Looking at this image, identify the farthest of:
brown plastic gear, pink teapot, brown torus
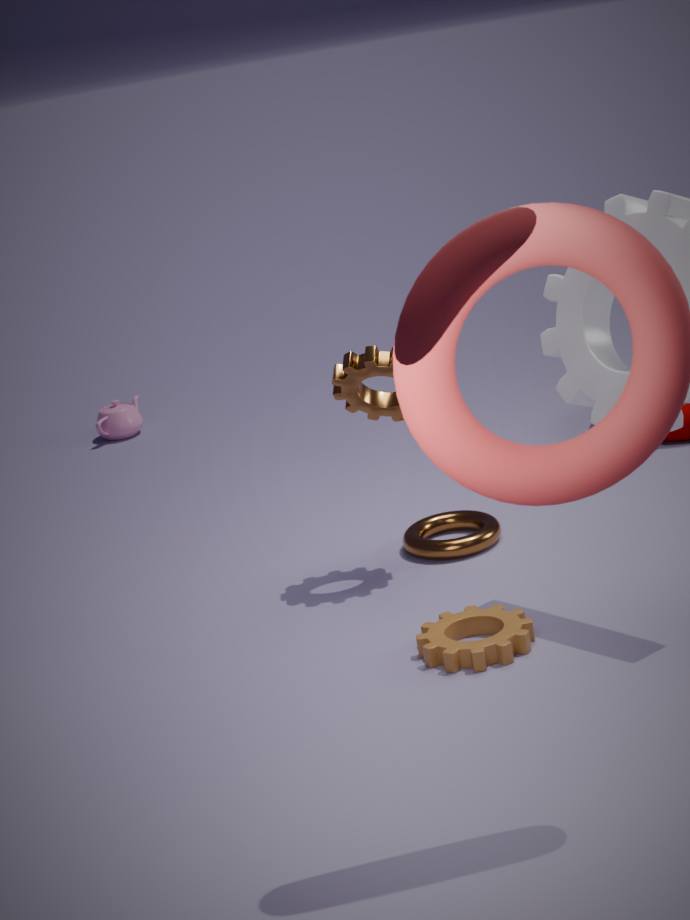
pink teapot
